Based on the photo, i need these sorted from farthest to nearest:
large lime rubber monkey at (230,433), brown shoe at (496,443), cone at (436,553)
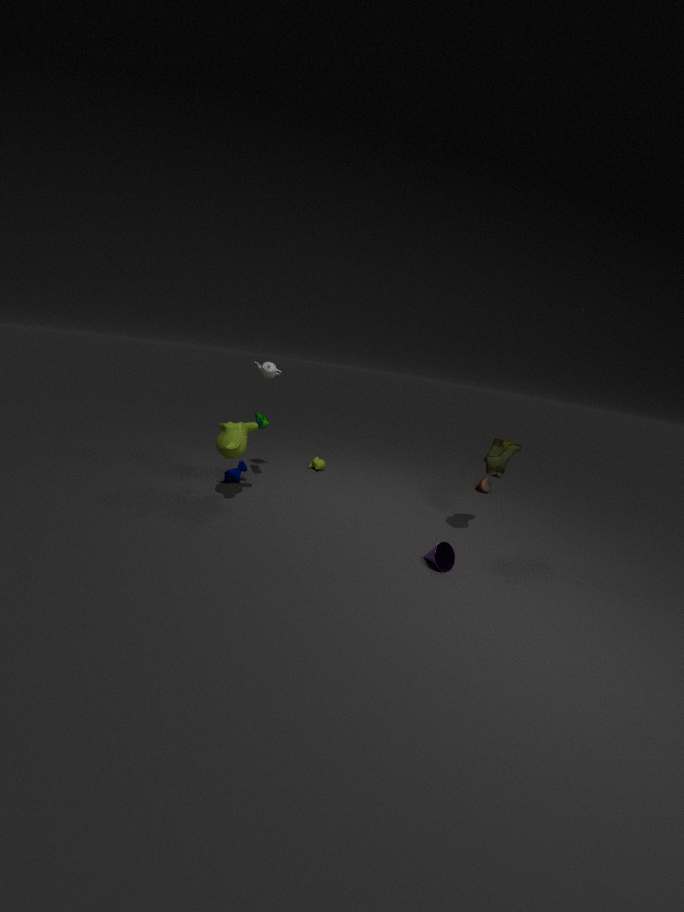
large lime rubber monkey at (230,433)
brown shoe at (496,443)
cone at (436,553)
